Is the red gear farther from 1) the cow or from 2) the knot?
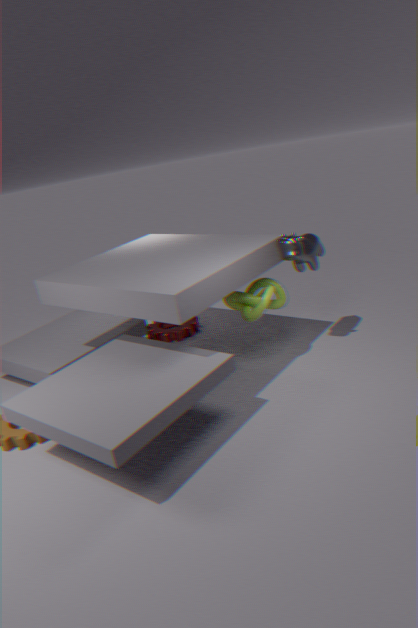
1) the cow
